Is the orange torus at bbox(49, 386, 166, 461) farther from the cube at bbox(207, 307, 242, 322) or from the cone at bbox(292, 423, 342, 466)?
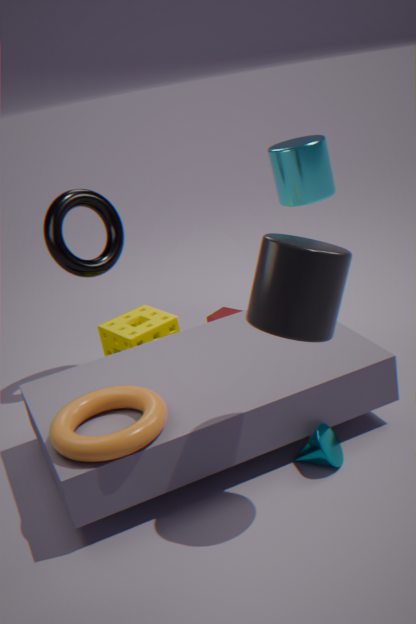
the cube at bbox(207, 307, 242, 322)
